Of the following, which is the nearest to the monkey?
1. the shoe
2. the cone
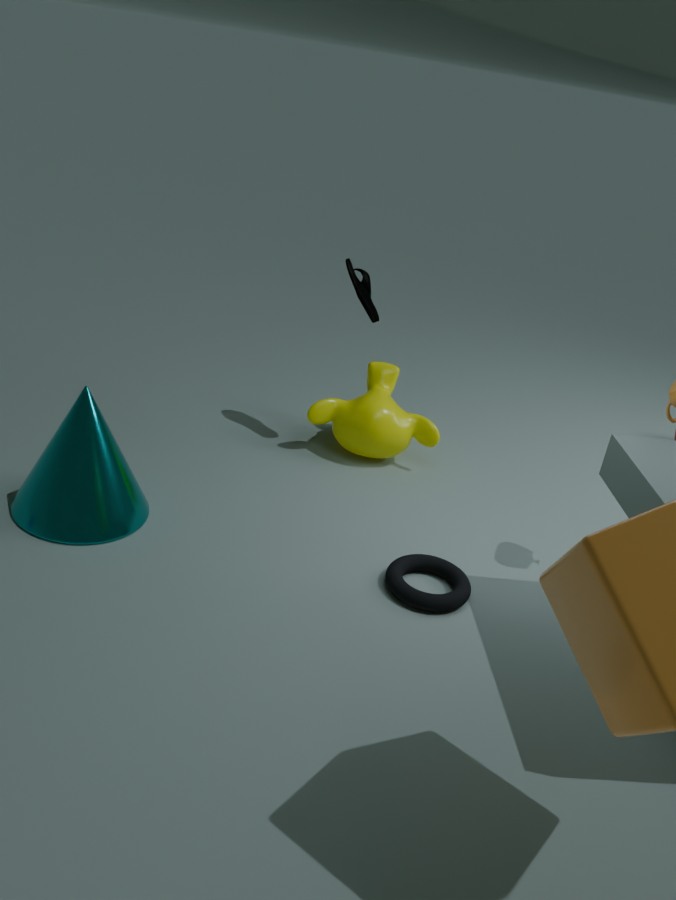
the shoe
